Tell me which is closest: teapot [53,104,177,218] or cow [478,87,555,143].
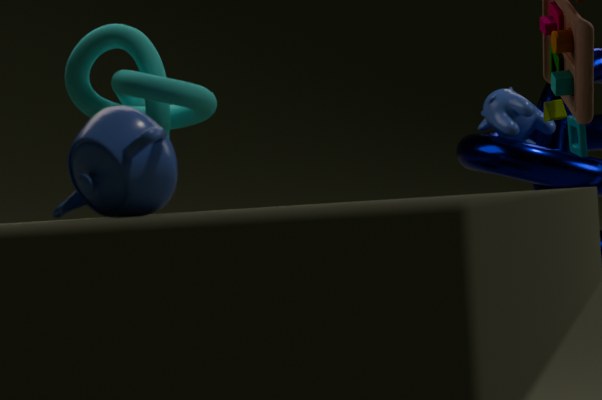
teapot [53,104,177,218]
